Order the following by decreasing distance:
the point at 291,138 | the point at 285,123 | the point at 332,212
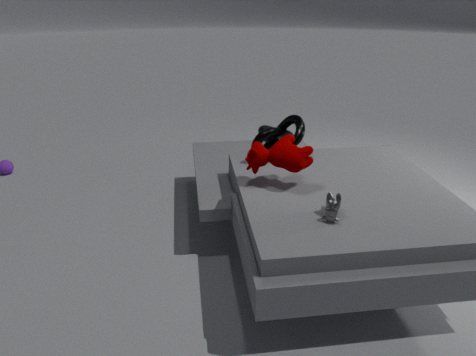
the point at 285,123, the point at 291,138, the point at 332,212
